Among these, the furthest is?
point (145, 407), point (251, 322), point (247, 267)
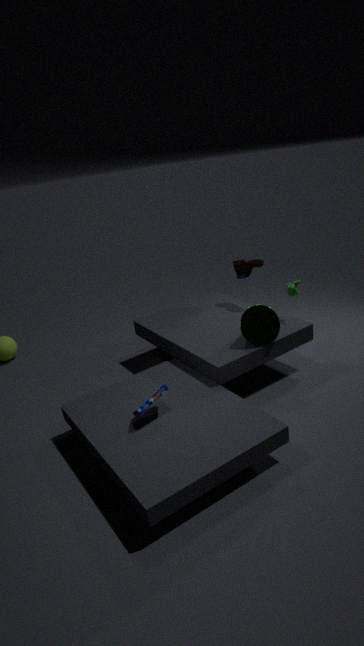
point (247, 267)
